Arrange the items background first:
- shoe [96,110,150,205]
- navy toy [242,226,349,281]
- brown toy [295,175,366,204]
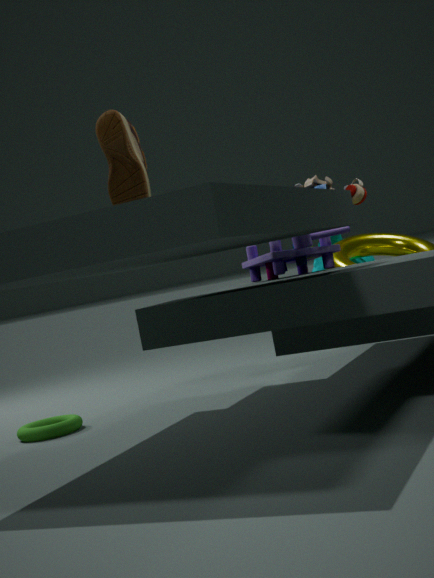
brown toy [295,175,366,204] < navy toy [242,226,349,281] < shoe [96,110,150,205]
